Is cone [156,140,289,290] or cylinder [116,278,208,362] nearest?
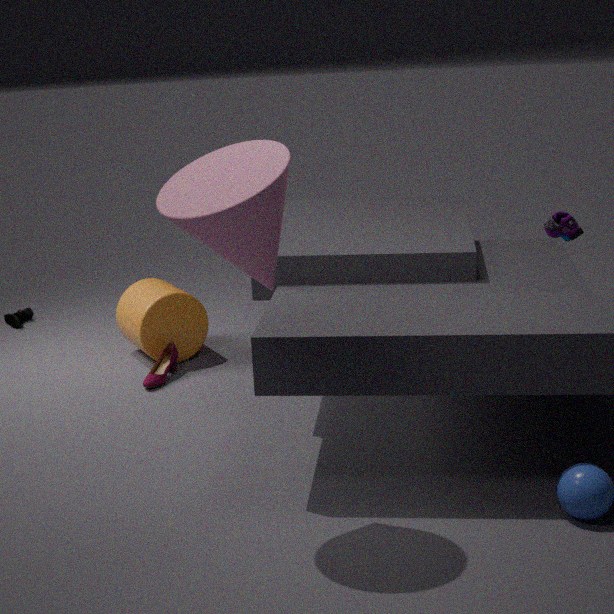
cone [156,140,289,290]
